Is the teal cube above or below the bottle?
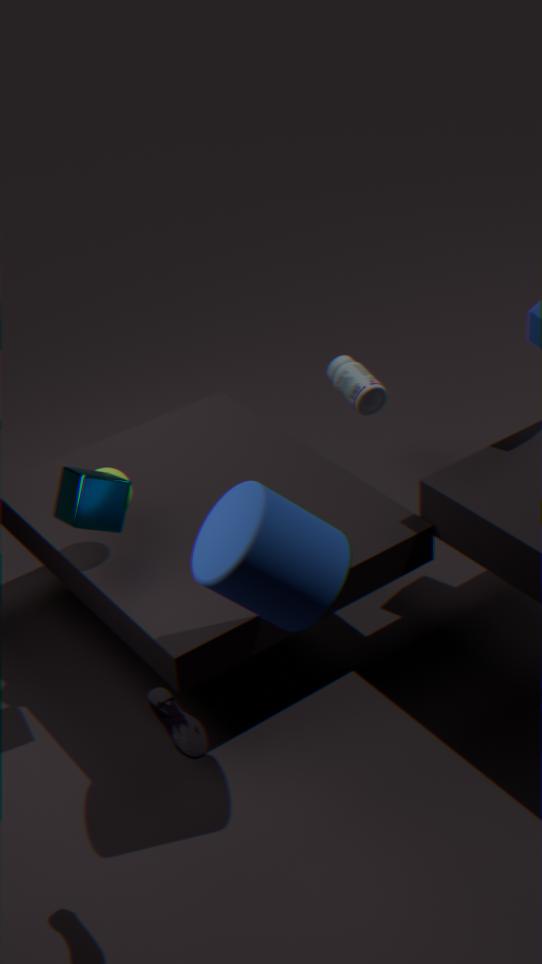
above
